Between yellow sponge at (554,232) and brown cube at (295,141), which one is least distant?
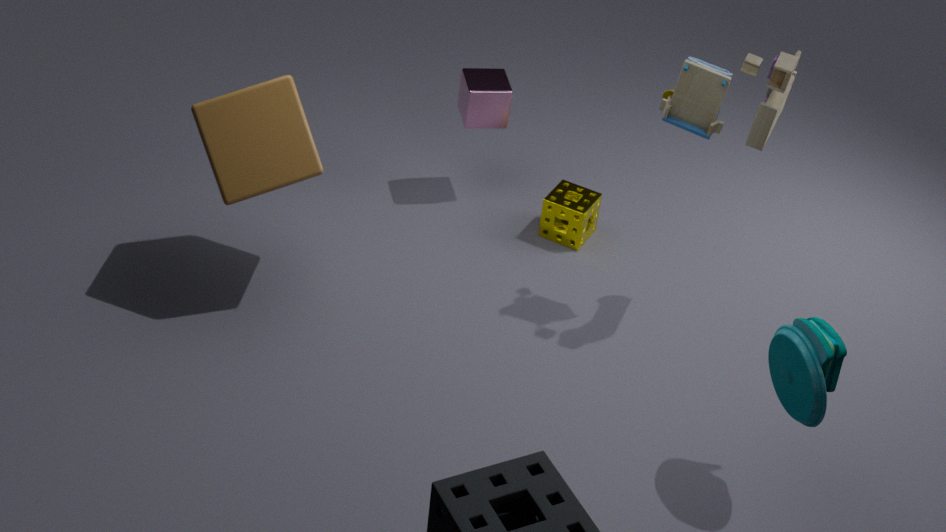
brown cube at (295,141)
